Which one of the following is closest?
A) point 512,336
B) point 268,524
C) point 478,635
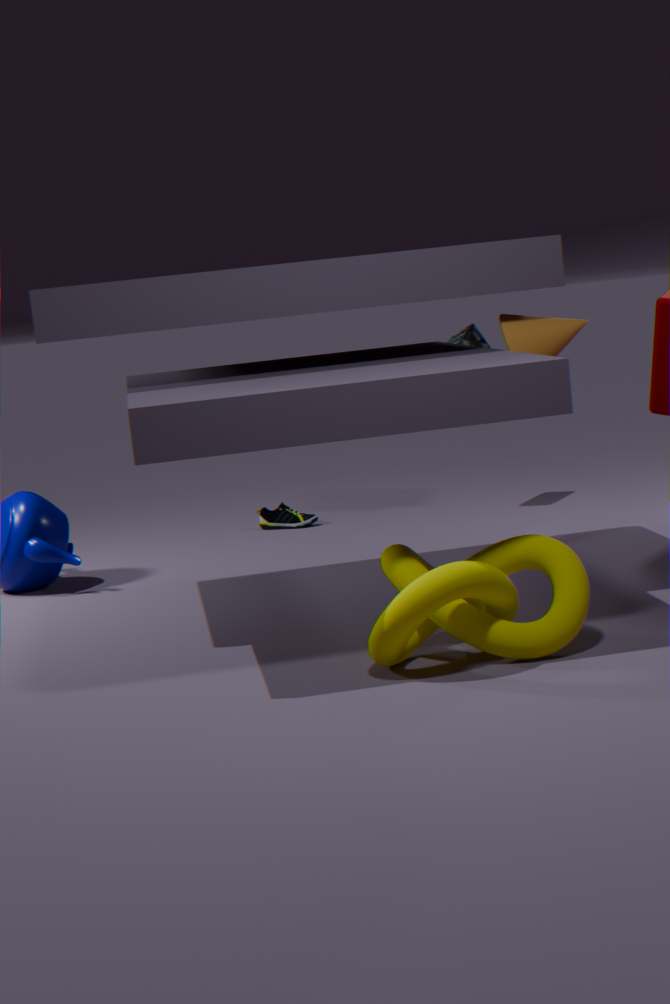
point 478,635
